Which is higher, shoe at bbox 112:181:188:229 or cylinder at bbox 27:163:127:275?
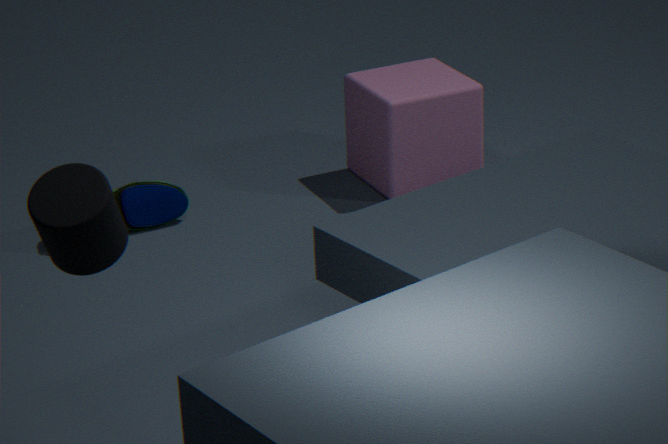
cylinder at bbox 27:163:127:275
